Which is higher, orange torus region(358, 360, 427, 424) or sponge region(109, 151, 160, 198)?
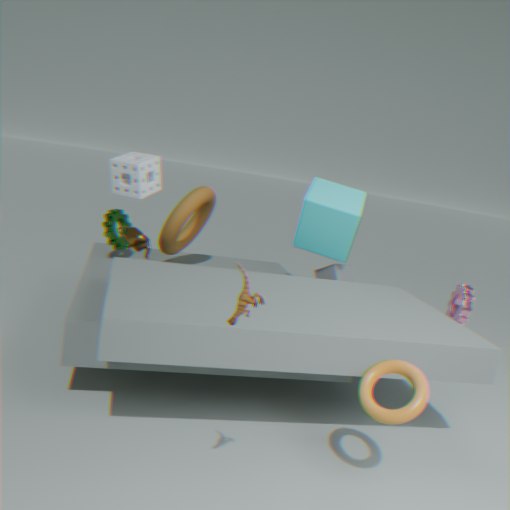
sponge region(109, 151, 160, 198)
